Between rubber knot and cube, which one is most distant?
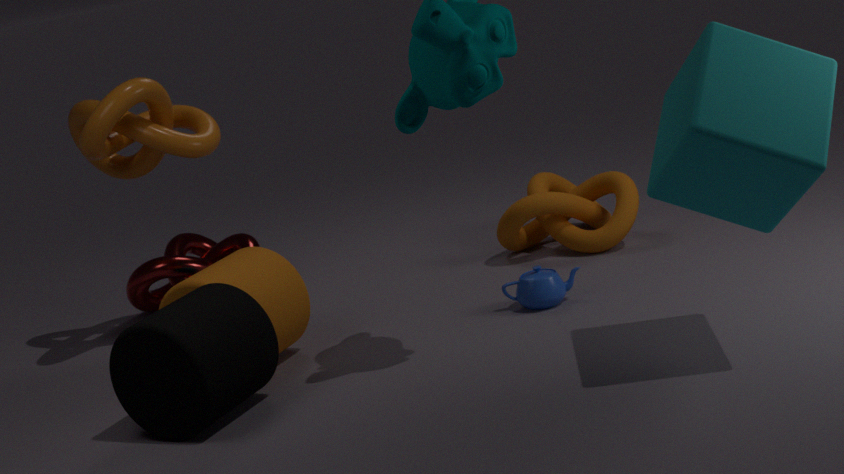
rubber knot
